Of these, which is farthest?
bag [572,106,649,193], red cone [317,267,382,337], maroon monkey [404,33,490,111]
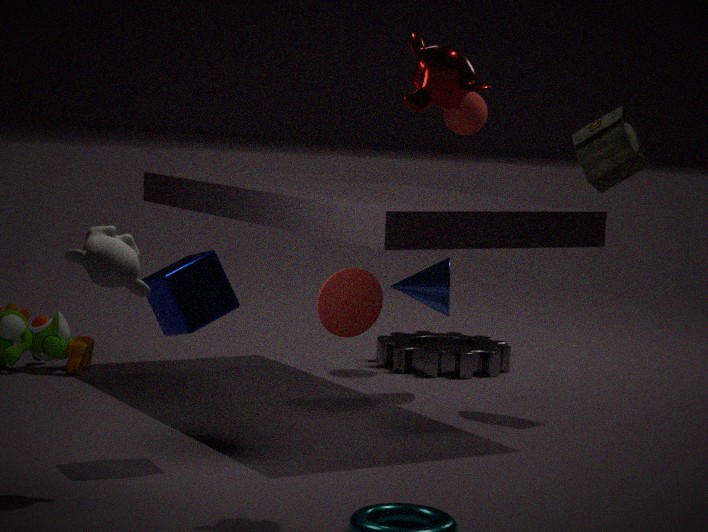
bag [572,106,649,193]
